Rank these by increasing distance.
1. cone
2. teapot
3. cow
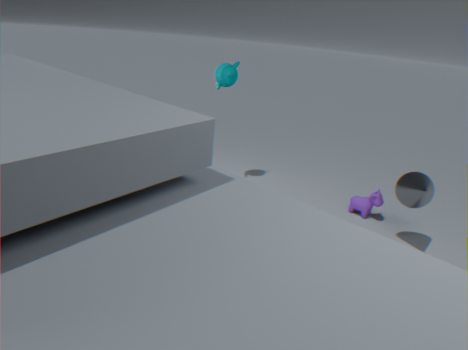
cone < cow < teapot
